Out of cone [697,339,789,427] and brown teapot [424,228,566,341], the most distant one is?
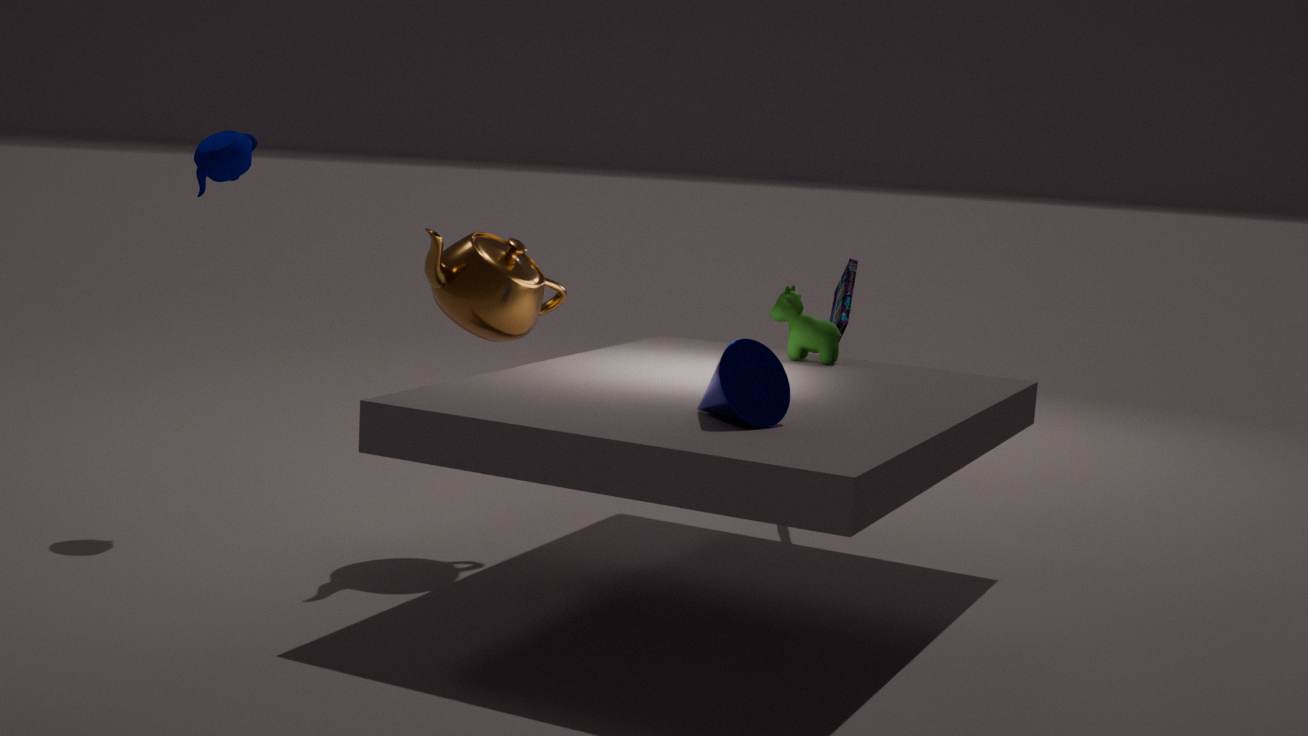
brown teapot [424,228,566,341]
